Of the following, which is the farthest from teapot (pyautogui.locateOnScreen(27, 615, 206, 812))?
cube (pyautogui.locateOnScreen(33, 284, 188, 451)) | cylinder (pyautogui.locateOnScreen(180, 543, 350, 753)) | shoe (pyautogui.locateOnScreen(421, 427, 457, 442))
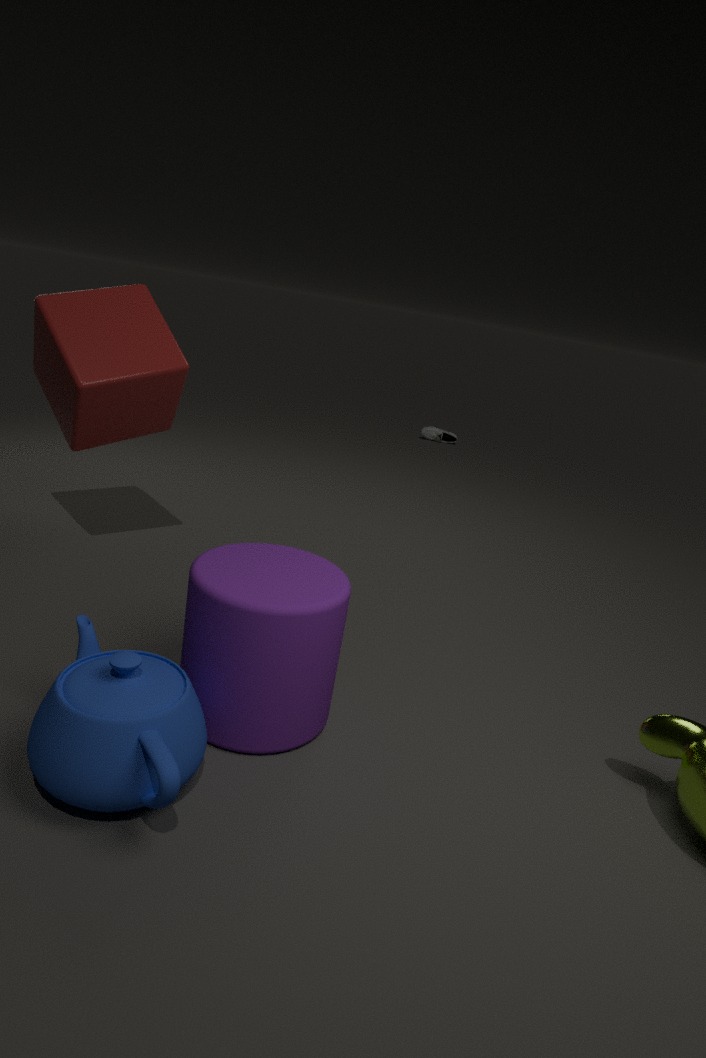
shoe (pyautogui.locateOnScreen(421, 427, 457, 442))
